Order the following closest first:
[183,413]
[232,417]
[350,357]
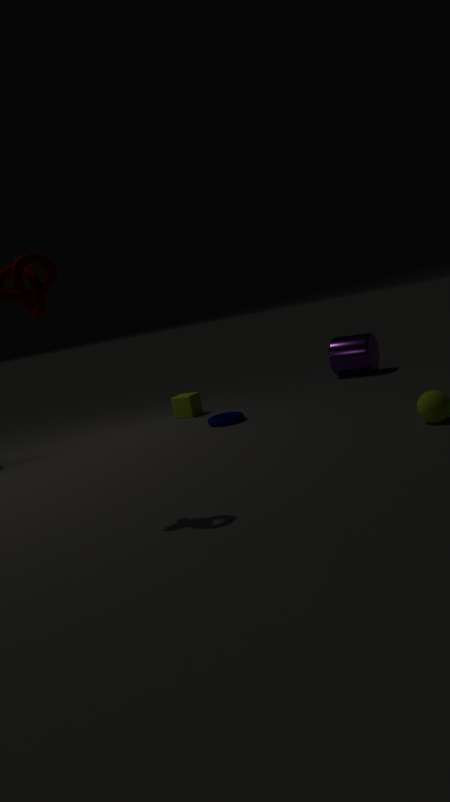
[232,417] < [183,413] < [350,357]
